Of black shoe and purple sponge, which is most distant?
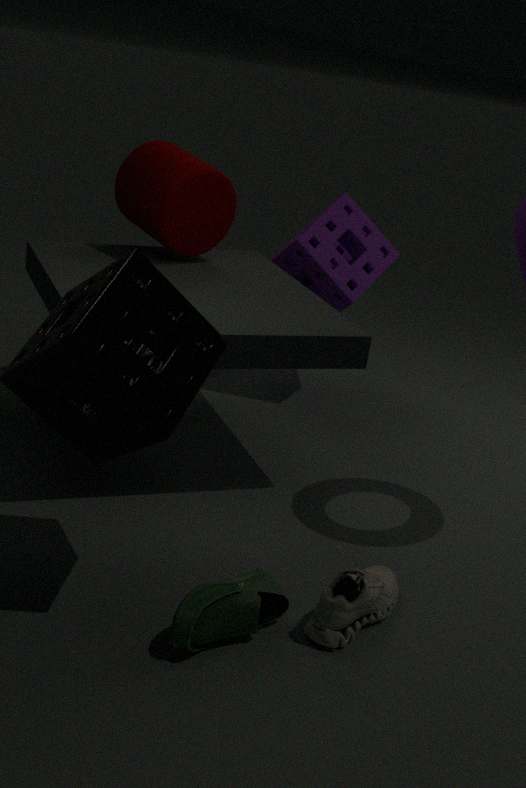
purple sponge
